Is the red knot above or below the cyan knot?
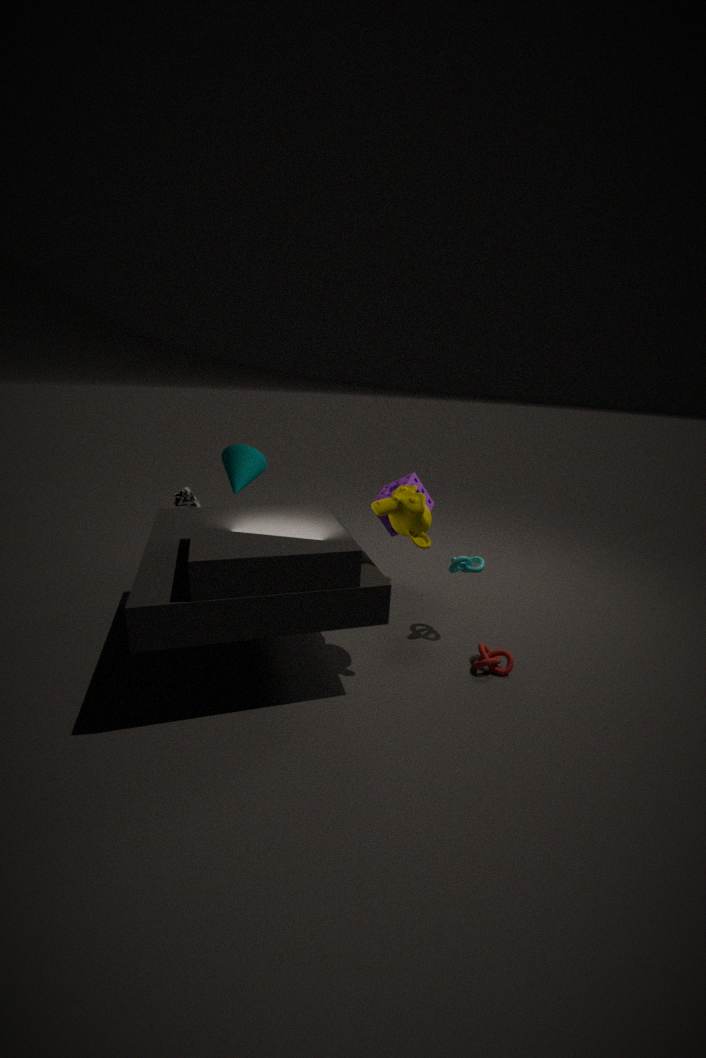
below
